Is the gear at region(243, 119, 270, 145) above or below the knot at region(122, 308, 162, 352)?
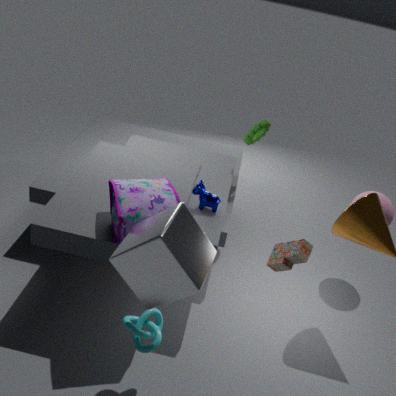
above
